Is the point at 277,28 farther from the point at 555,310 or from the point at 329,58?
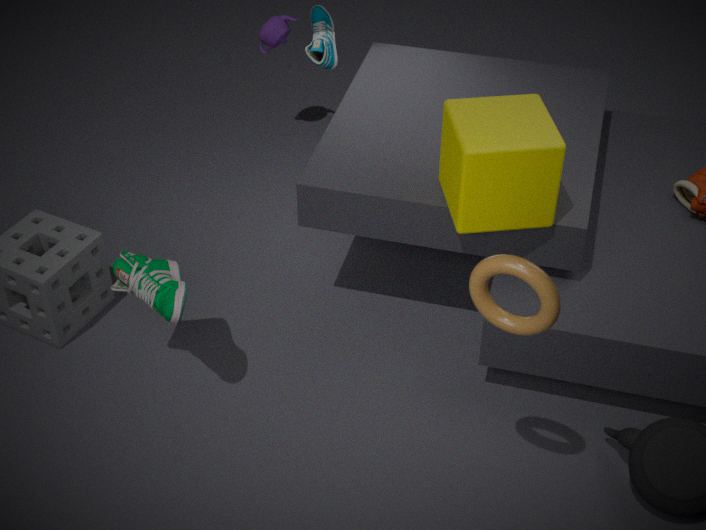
the point at 555,310
